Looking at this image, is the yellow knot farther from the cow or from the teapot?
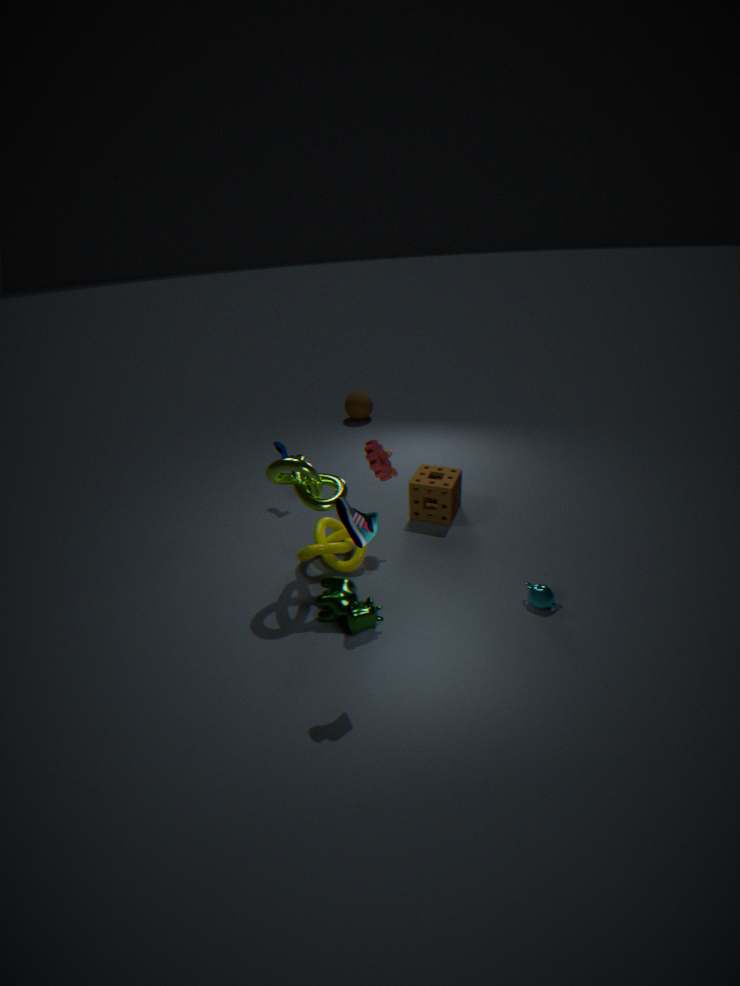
the teapot
